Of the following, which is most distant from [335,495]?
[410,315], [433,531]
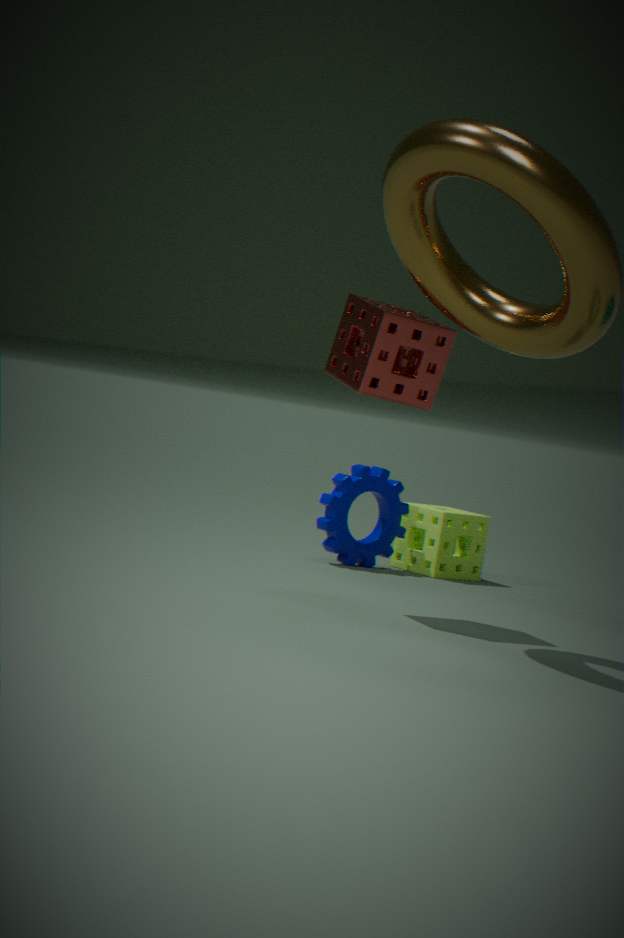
[410,315]
